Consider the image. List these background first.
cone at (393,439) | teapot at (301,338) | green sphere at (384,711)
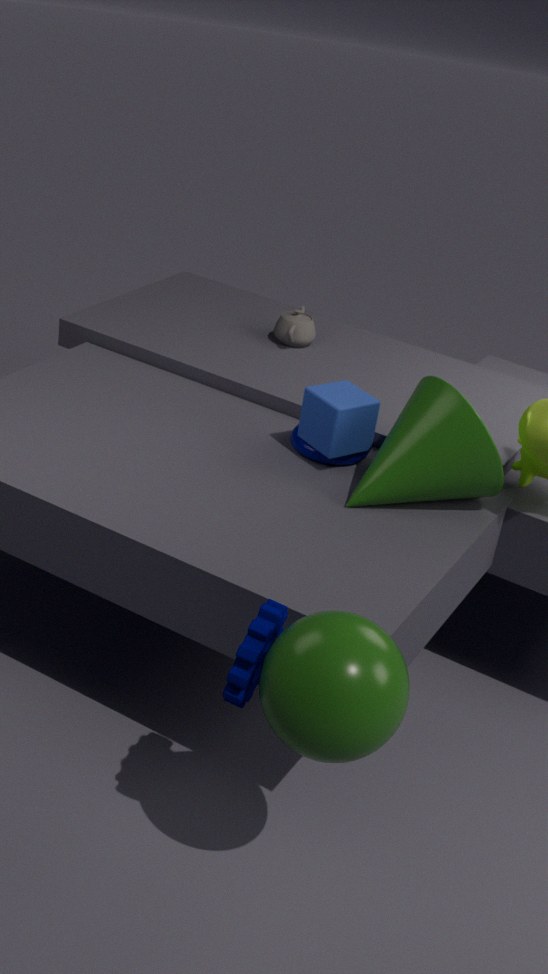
teapot at (301,338)
cone at (393,439)
green sphere at (384,711)
